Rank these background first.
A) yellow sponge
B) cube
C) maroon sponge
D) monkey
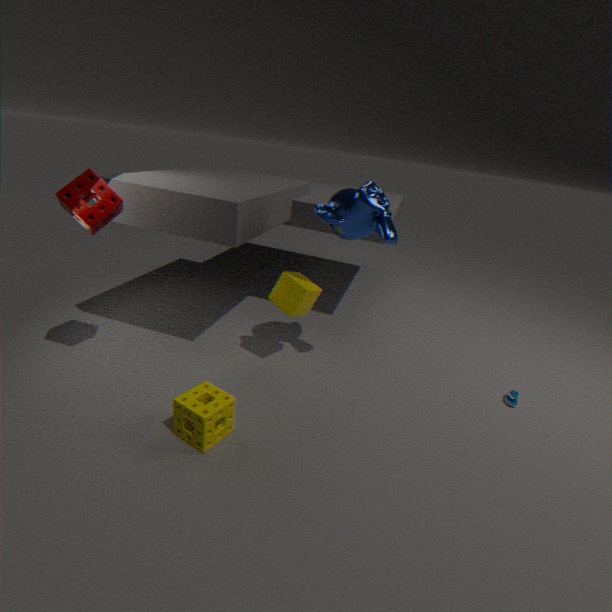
cube < monkey < maroon sponge < yellow sponge
